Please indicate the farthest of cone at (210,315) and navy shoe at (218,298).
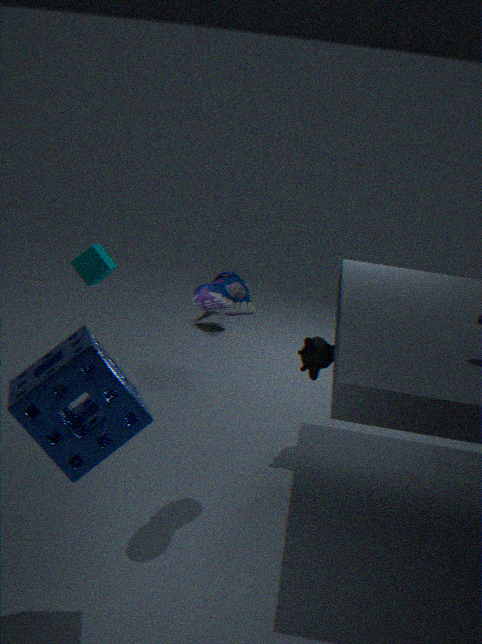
cone at (210,315)
